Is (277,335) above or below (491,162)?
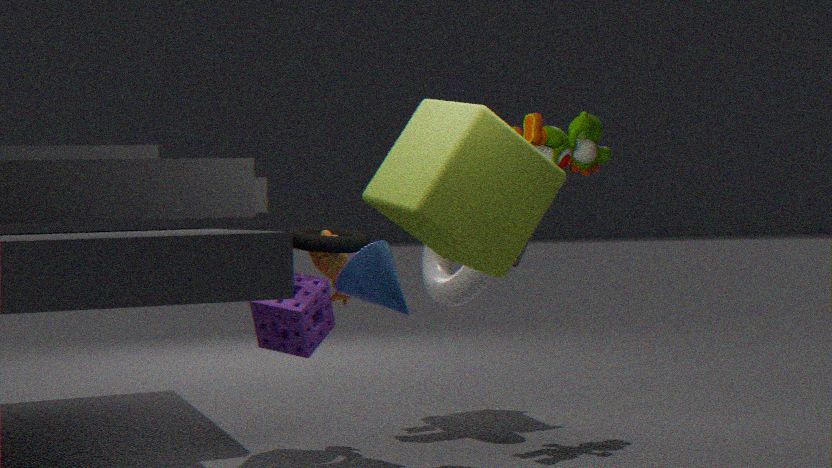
below
